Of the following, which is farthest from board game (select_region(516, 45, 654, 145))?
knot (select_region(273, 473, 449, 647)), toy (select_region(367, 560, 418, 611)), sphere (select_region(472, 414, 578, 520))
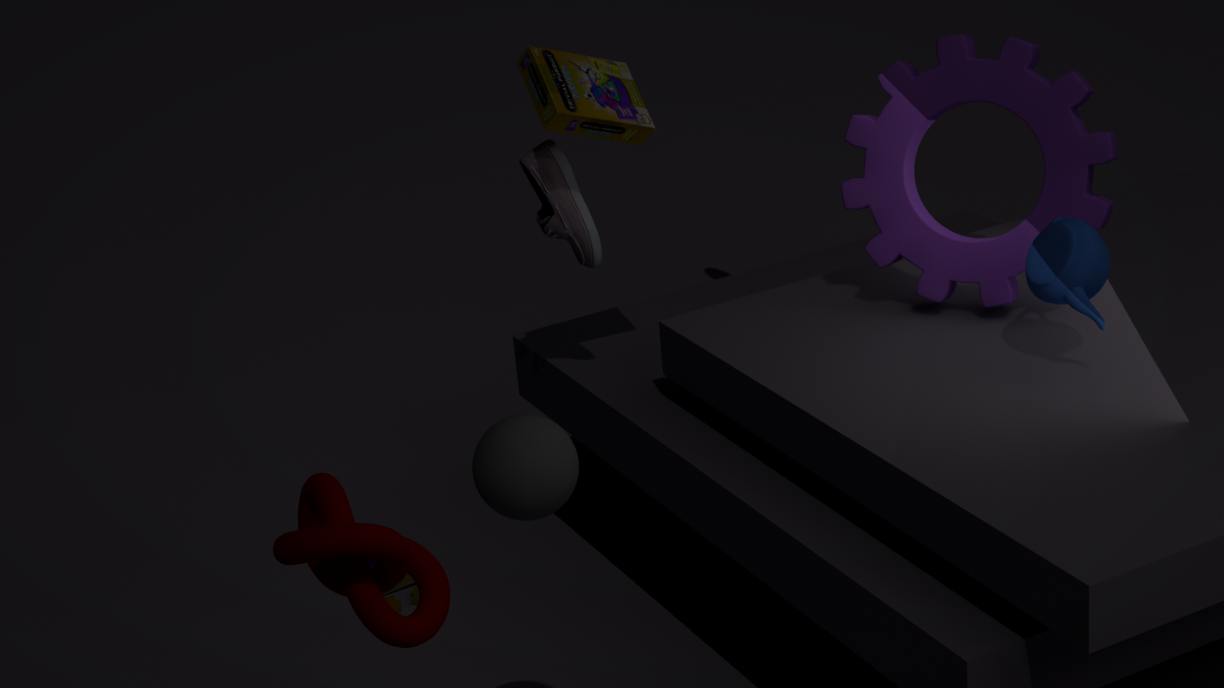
knot (select_region(273, 473, 449, 647))
